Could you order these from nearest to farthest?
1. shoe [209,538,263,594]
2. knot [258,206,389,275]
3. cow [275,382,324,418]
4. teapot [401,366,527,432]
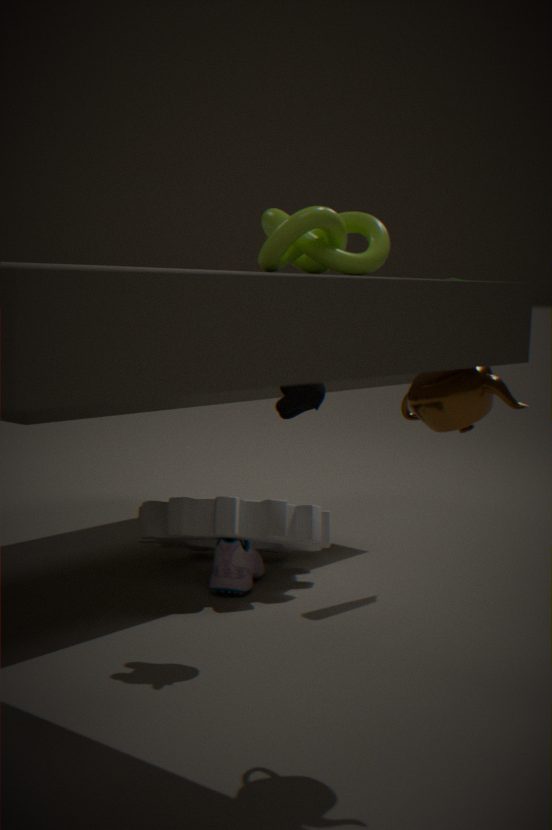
knot [258,206,389,275] < teapot [401,366,527,432] < cow [275,382,324,418] < shoe [209,538,263,594]
